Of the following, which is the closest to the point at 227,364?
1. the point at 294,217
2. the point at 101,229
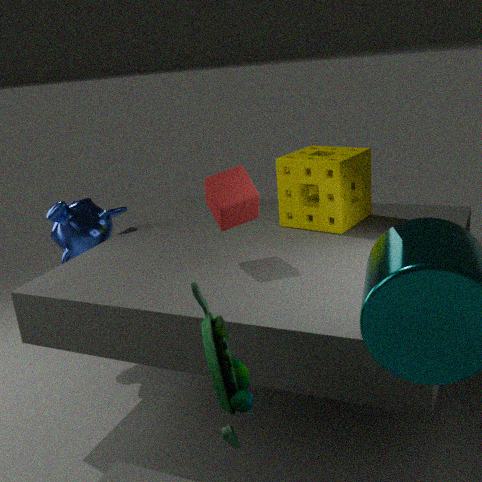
the point at 294,217
